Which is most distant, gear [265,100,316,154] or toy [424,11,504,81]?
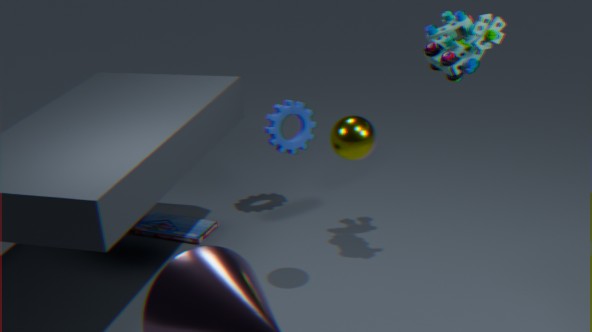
gear [265,100,316,154]
